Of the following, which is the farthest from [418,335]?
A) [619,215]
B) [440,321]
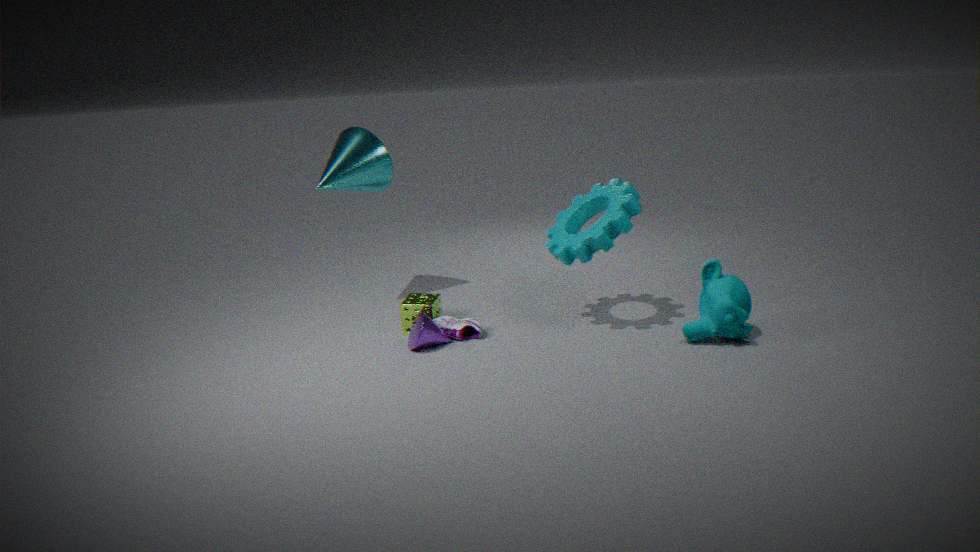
[619,215]
